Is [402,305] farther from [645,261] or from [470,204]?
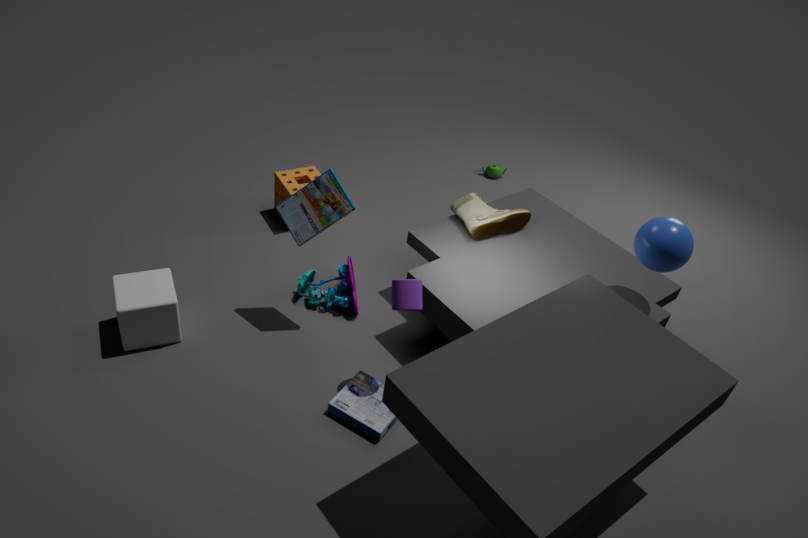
[645,261]
